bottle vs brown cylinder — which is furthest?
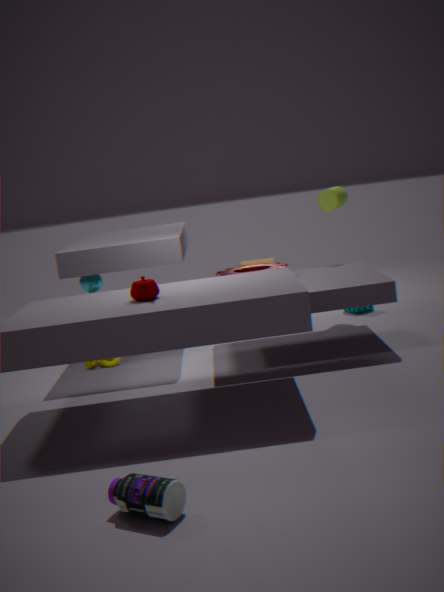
brown cylinder
